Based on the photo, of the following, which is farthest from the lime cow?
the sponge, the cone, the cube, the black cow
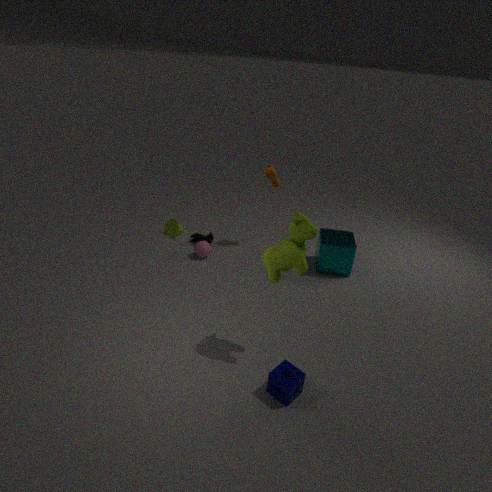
the cone
